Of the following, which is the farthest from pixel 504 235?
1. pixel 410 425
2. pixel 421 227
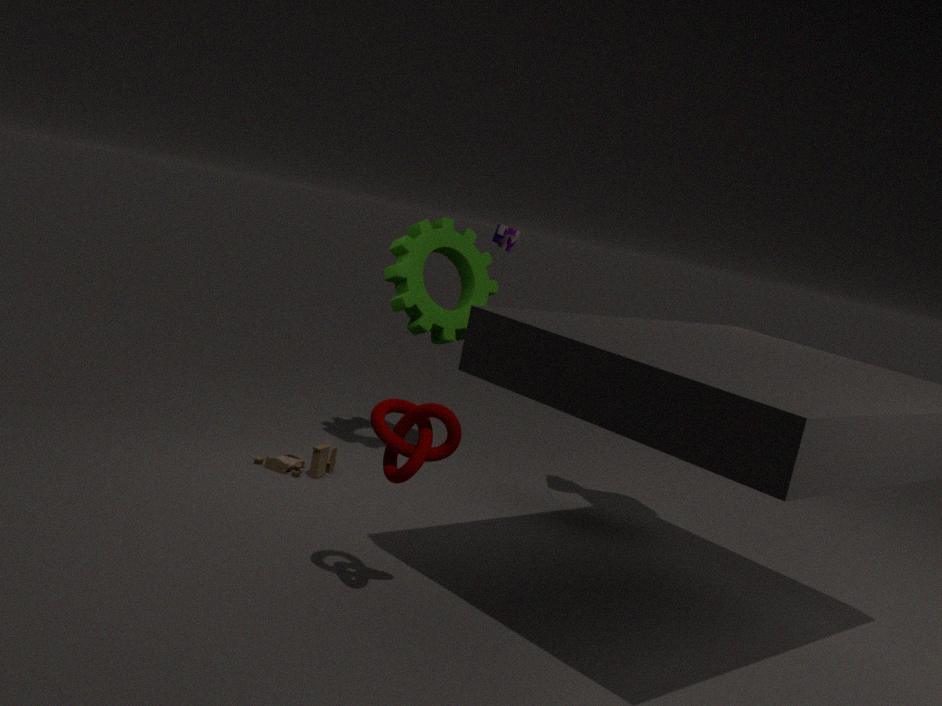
pixel 410 425
